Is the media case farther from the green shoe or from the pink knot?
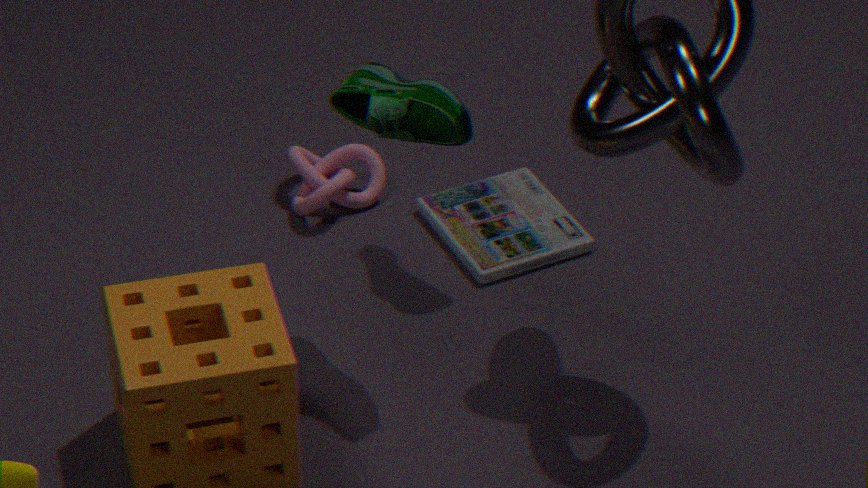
the green shoe
